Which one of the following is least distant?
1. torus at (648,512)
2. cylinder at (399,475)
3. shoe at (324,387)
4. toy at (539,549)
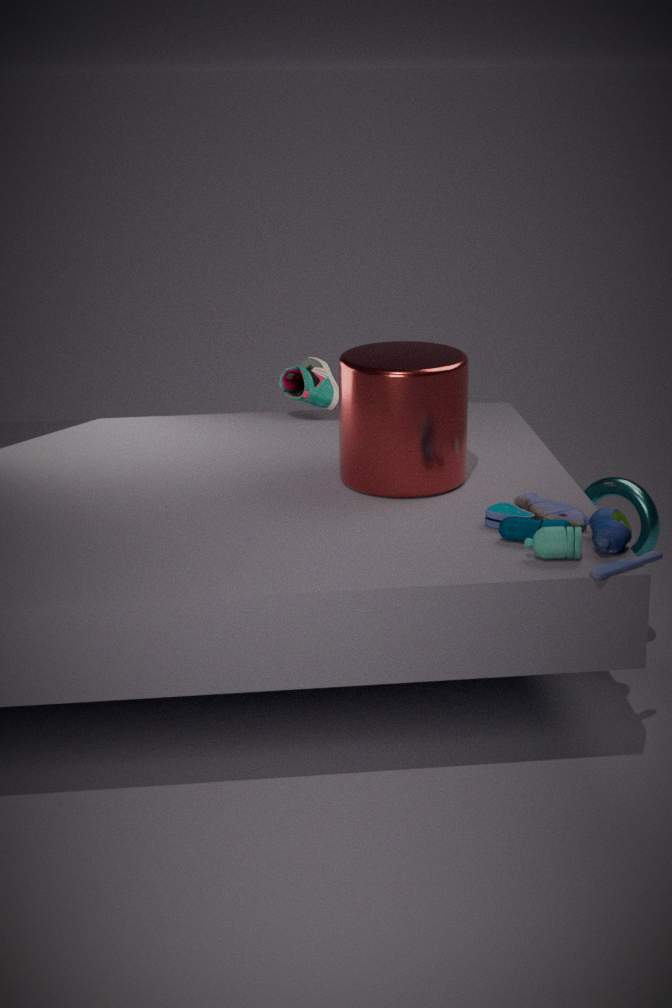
toy at (539,549)
